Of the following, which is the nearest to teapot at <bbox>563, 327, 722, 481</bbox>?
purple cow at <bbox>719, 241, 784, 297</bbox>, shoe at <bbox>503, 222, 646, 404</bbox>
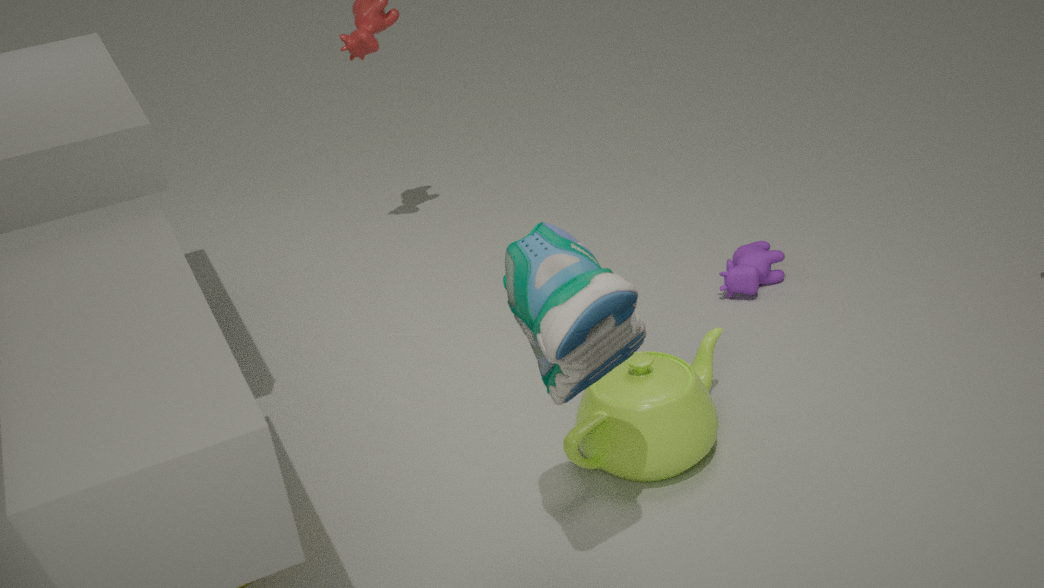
shoe at <bbox>503, 222, 646, 404</bbox>
